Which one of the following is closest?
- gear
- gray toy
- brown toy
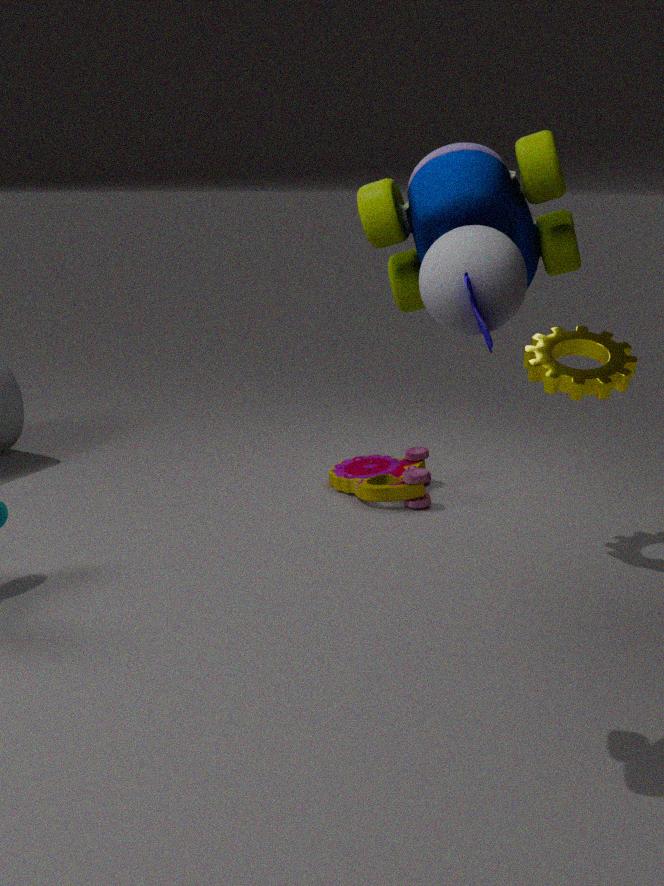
gray toy
